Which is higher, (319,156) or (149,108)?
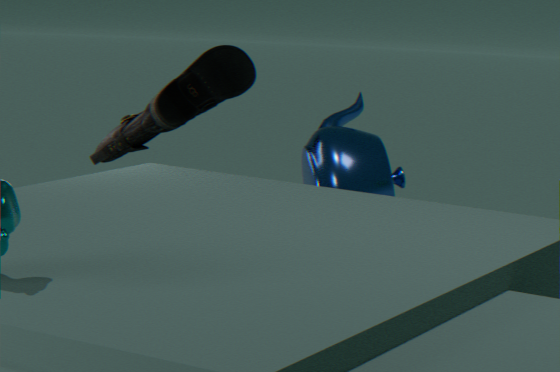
(149,108)
